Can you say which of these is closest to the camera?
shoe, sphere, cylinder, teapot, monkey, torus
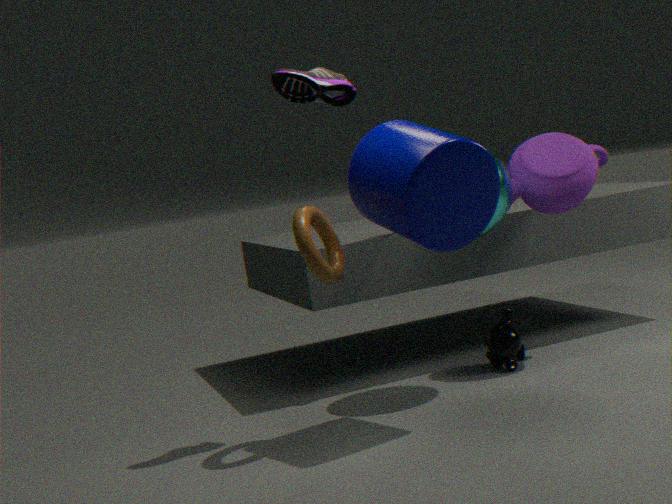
cylinder
